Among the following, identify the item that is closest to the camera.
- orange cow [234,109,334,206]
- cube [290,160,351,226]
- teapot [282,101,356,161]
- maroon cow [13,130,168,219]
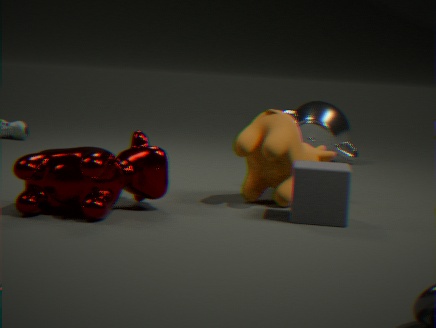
maroon cow [13,130,168,219]
